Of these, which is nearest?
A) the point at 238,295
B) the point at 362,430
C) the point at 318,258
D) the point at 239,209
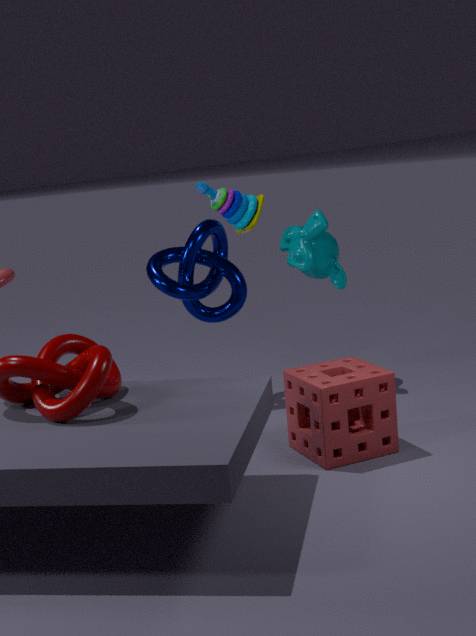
the point at 362,430
